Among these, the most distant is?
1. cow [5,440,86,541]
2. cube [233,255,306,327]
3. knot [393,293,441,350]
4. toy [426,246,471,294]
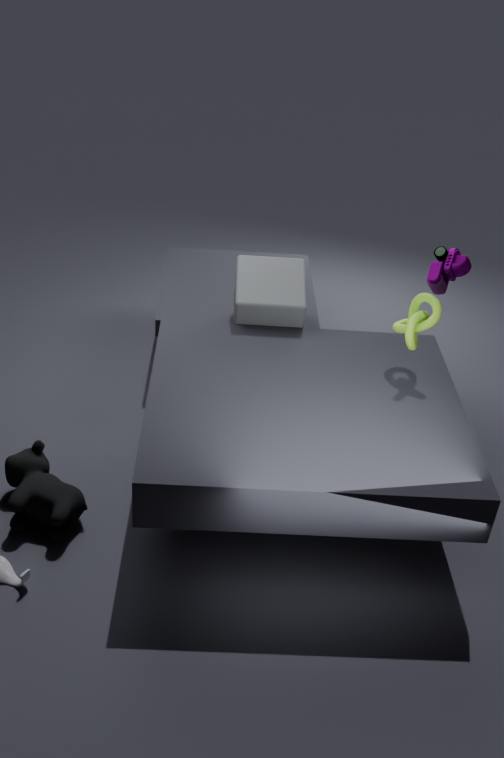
toy [426,246,471,294]
